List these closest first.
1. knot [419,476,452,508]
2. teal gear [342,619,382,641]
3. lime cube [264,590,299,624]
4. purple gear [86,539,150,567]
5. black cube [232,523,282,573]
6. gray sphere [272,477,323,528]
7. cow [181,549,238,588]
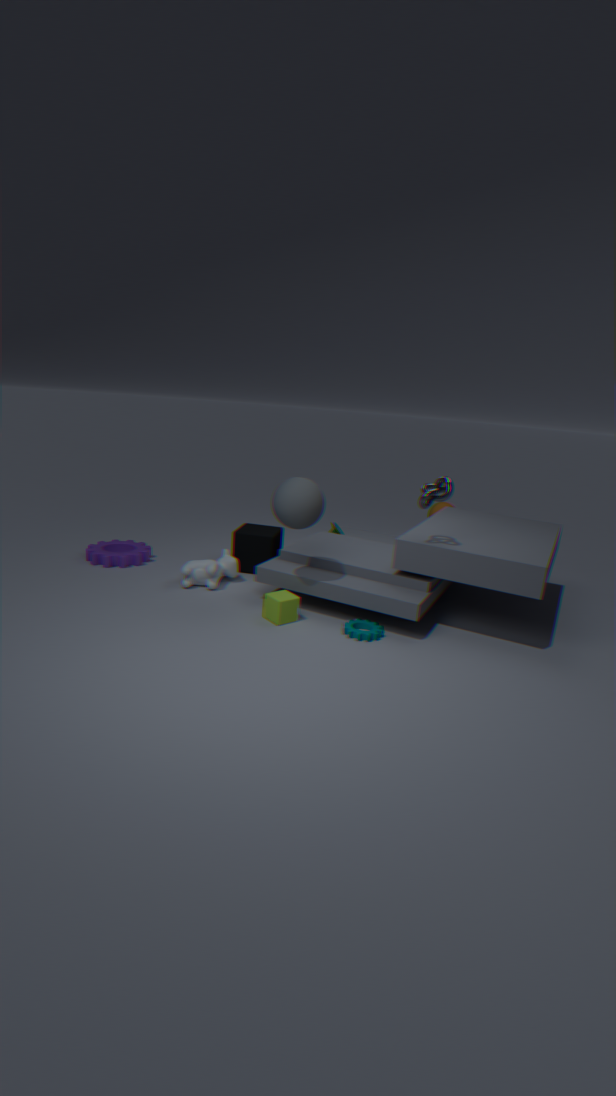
knot [419,476,452,508]
gray sphere [272,477,323,528]
teal gear [342,619,382,641]
lime cube [264,590,299,624]
cow [181,549,238,588]
purple gear [86,539,150,567]
black cube [232,523,282,573]
